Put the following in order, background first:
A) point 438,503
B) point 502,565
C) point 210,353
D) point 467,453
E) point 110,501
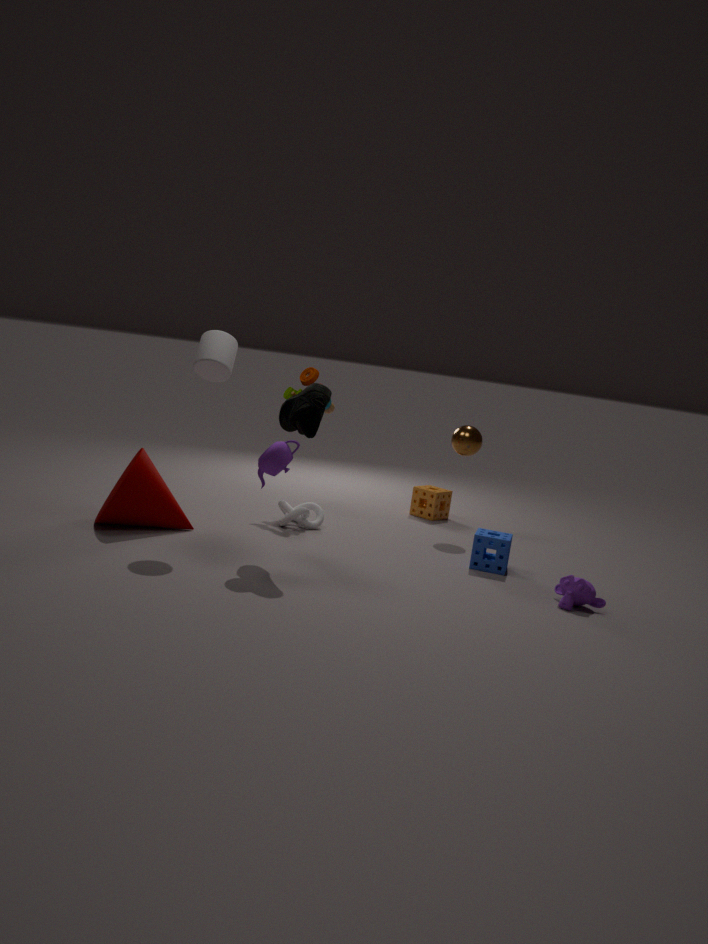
point 438,503 < point 467,453 < point 502,565 < point 110,501 < point 210,353
